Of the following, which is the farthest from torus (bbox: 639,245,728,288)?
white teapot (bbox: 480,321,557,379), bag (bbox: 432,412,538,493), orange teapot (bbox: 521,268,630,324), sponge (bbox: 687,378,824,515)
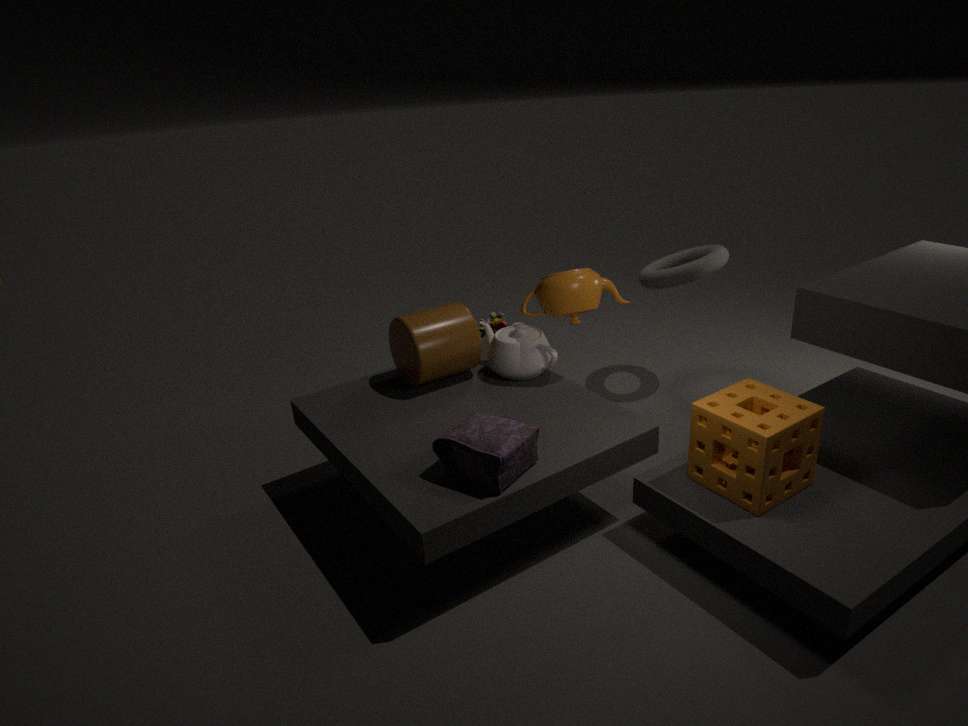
bag (bbox: 432,412,538,493)
